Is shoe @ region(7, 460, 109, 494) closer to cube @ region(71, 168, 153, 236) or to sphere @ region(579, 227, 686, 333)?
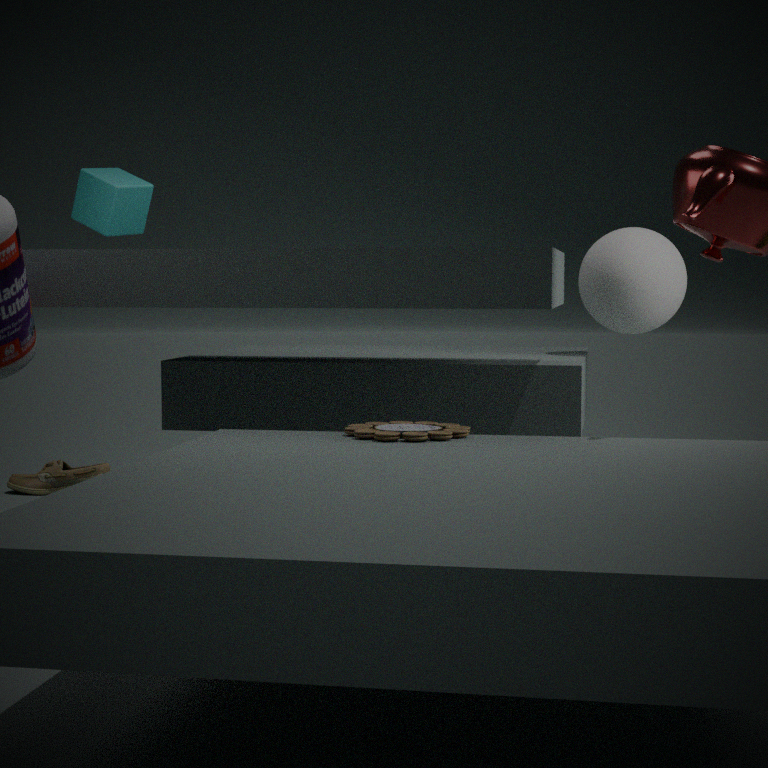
cube @ region(71, 168, 153, 236)
